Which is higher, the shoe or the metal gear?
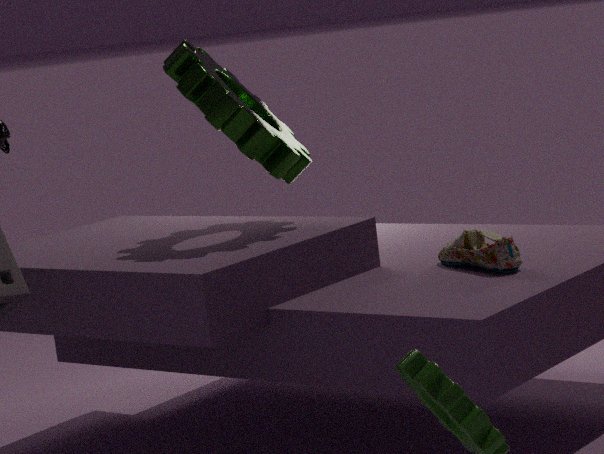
the metal gear
